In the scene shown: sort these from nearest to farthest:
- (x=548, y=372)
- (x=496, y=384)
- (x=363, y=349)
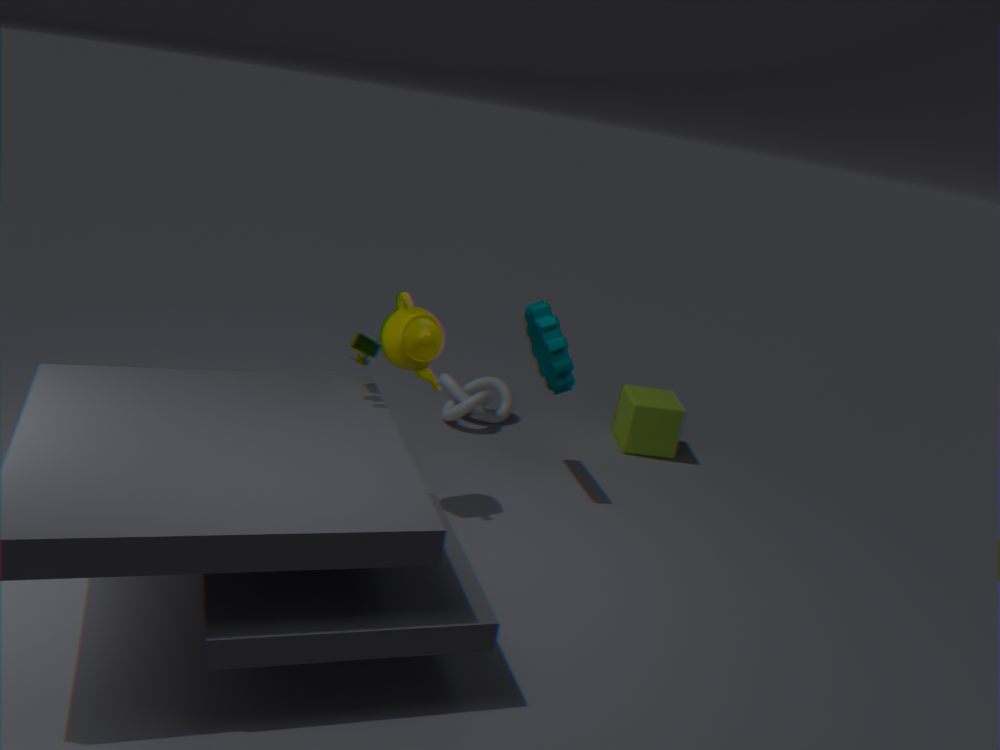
(x=363, y=349), (x=548, y=372), (x=496, y=384)
